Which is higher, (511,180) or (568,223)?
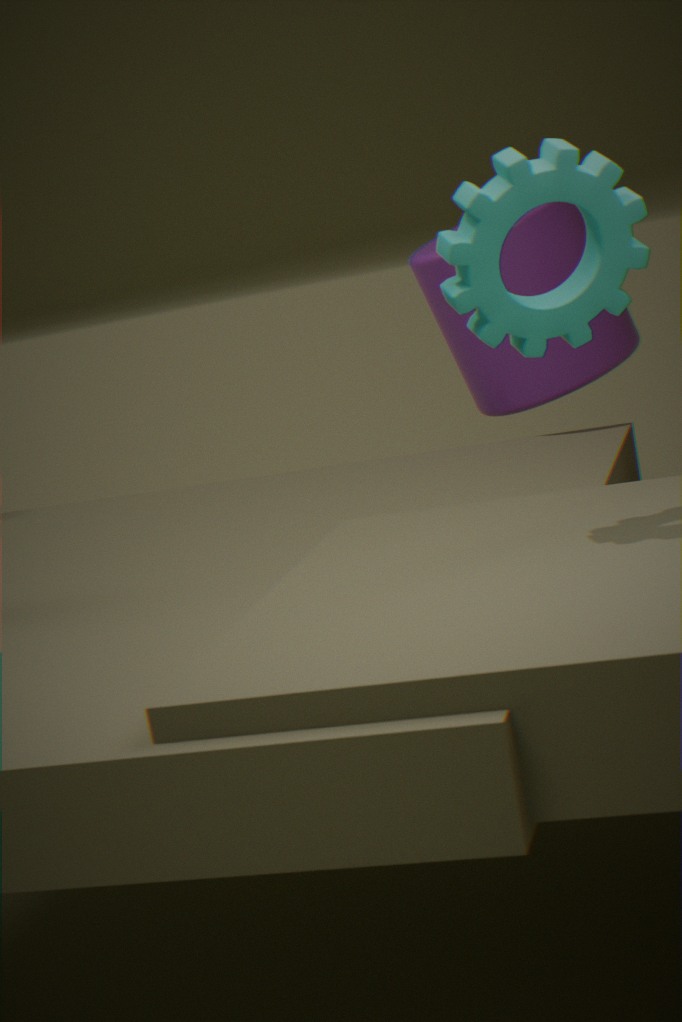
(511,180)
